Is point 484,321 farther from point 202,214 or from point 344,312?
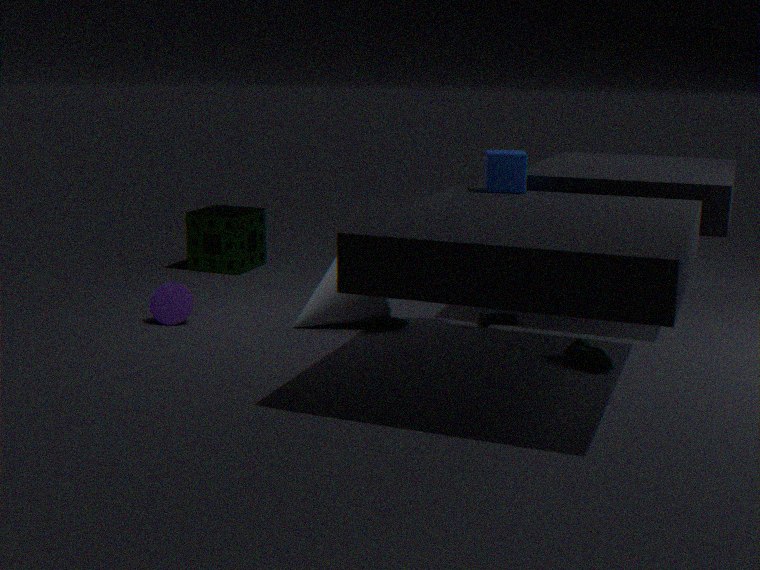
point 202,214
